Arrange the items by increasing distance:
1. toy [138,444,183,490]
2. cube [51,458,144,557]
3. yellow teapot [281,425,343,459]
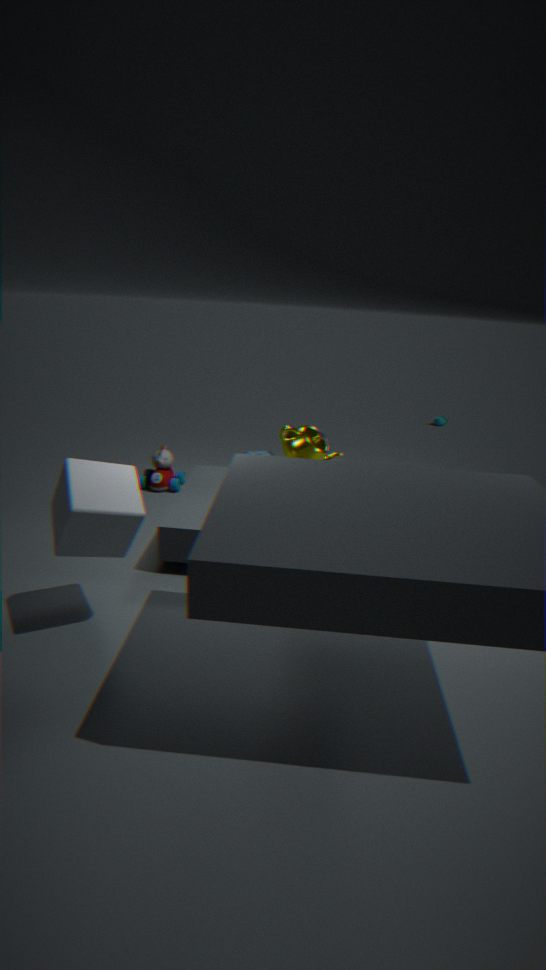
1. cube [51,458,144,557]
2. yellow teapot [281,425,343,459]
3. toy [138,444,183,490]
